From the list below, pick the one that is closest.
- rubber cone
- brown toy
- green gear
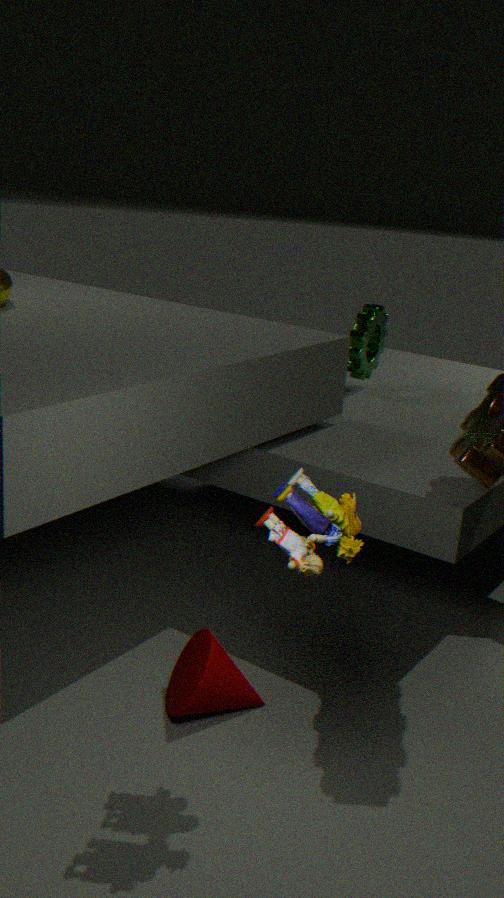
brown toy
